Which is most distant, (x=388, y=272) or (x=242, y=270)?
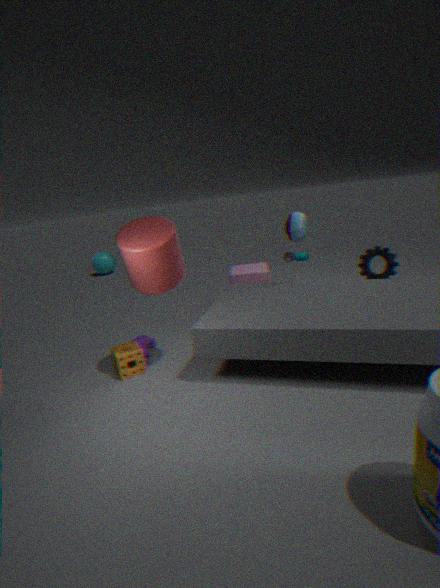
(x=242, y=270)
